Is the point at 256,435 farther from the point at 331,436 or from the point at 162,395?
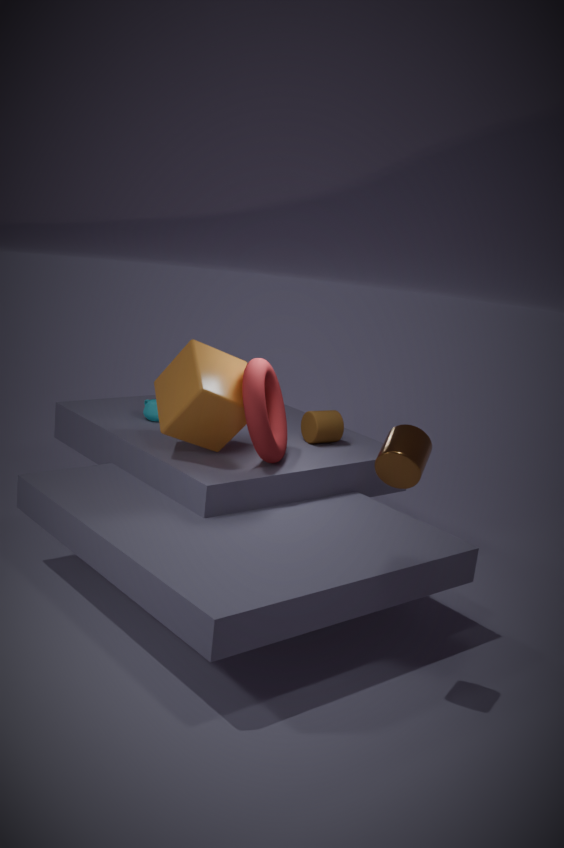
the point at 331,436
